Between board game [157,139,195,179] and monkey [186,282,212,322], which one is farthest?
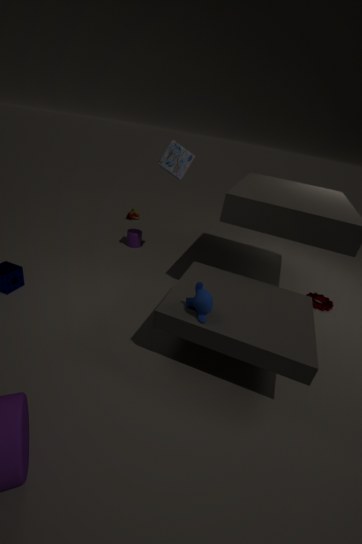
board game [157,139,195,179]
